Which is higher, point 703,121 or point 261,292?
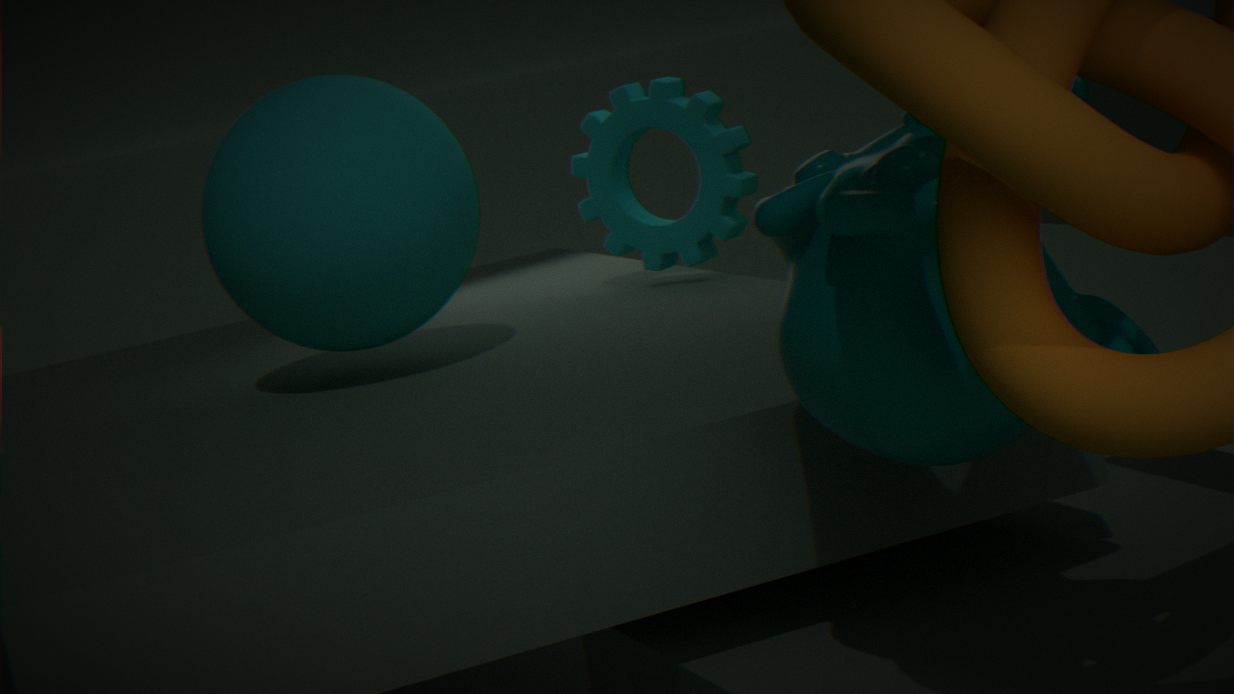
point 261,292
